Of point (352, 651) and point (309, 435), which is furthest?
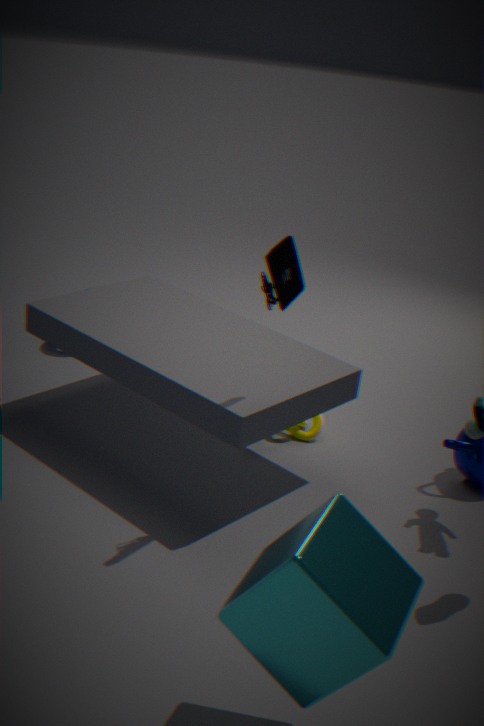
point (309, 435)
